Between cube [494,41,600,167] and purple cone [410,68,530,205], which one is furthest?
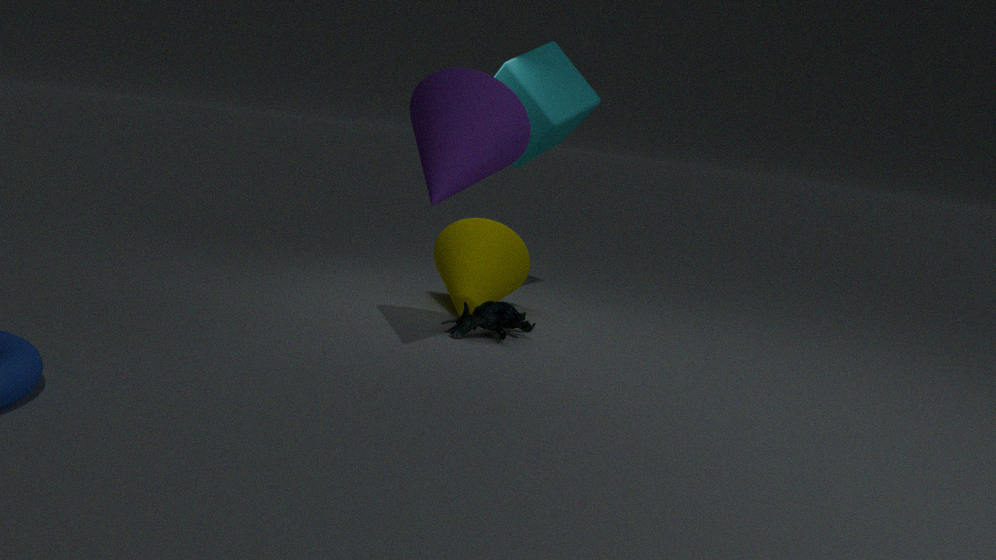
cube [494,41,600,167]
